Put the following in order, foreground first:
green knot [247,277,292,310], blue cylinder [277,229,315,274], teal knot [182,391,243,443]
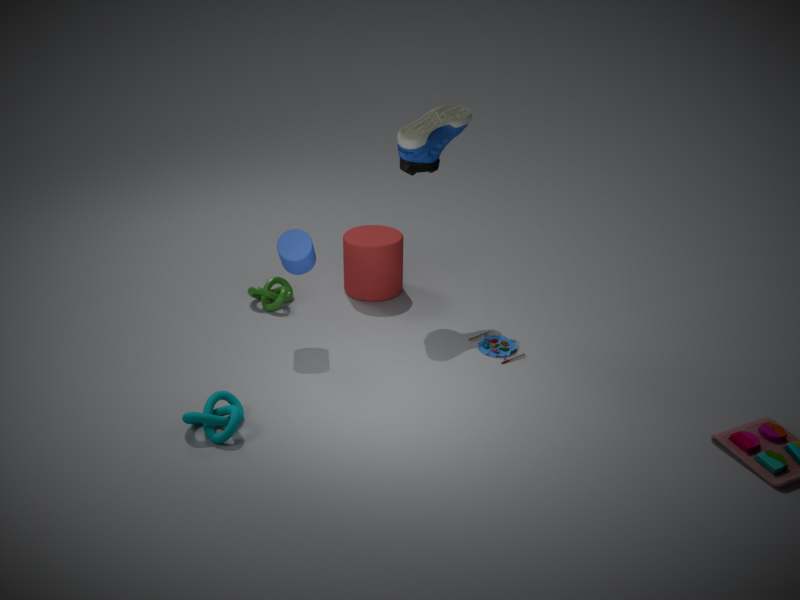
teal knot [182,391,243,443]
blue cylinder [277,229,315,274]
green knot [247,277,292,310]
